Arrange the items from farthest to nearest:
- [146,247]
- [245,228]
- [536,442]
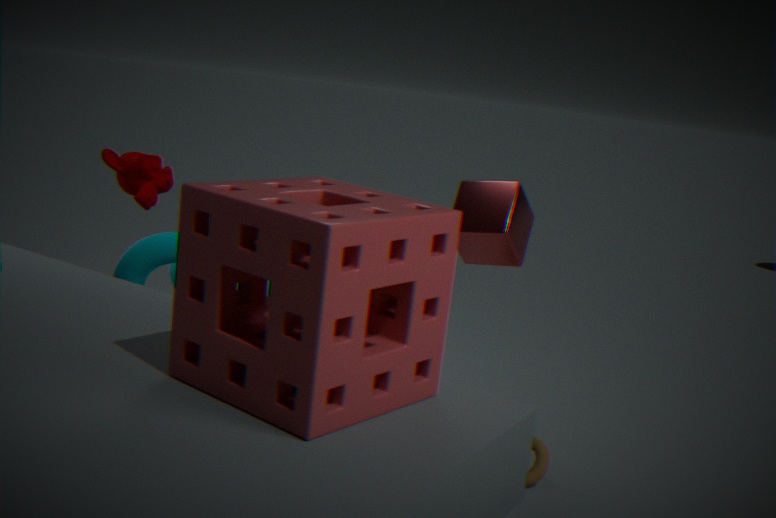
[536,442], [146,247], [245,228]
